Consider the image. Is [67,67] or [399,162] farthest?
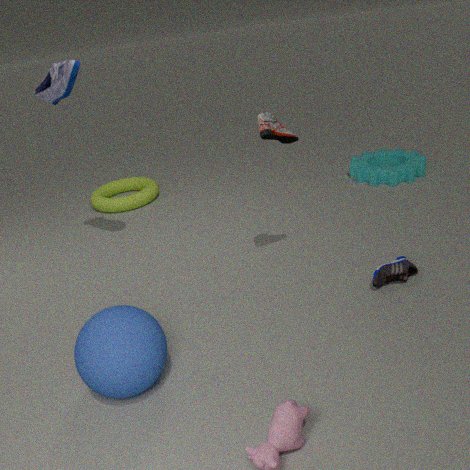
[399,162]
